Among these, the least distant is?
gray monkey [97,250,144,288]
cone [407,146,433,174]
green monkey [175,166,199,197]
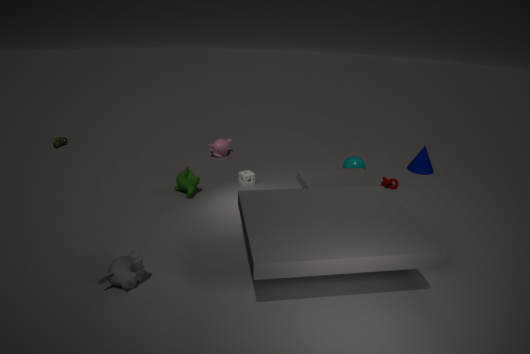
gray monkey [97,250,144,288]
